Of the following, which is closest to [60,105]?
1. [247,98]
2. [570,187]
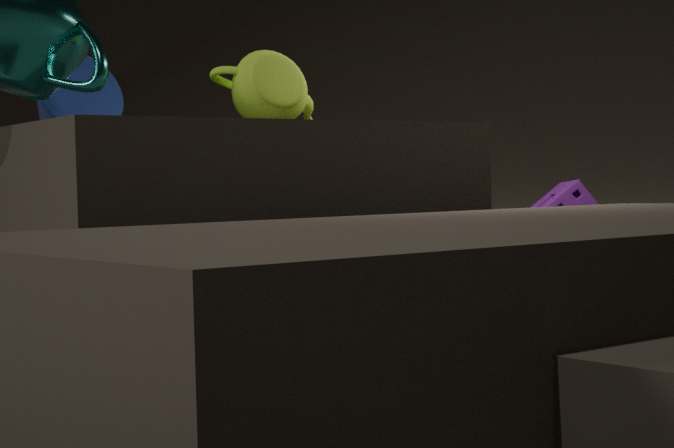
[247,98]
